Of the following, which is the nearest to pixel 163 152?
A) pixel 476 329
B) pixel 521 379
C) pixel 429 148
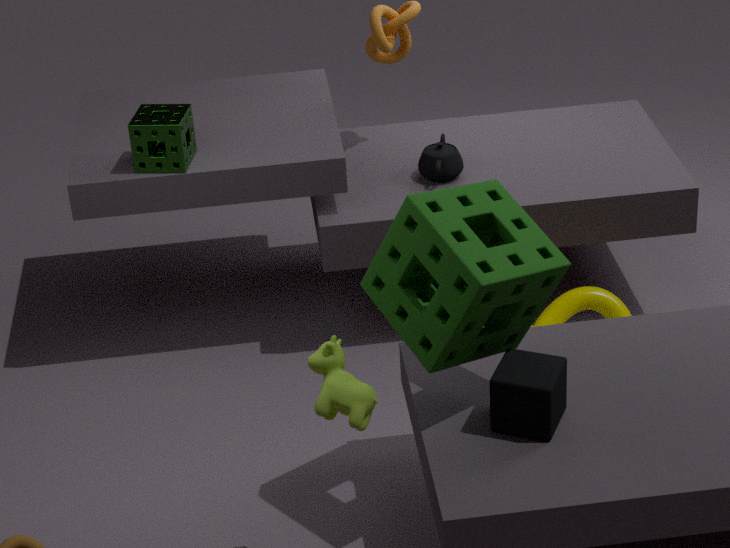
pixel 429 148
